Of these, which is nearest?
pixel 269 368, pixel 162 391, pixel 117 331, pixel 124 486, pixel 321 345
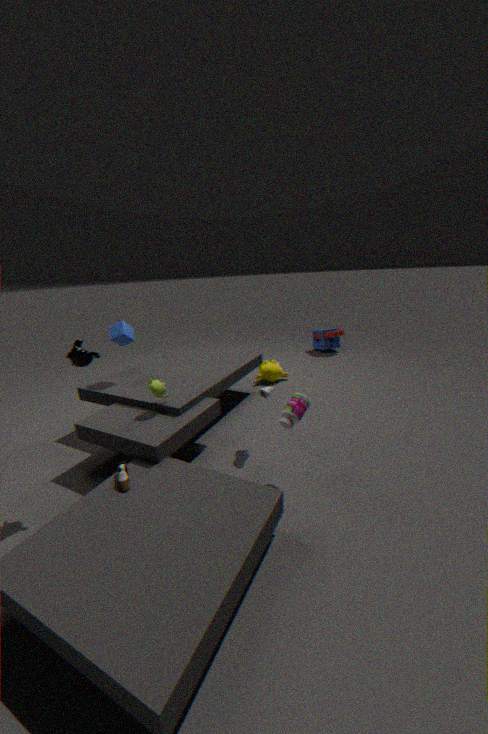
pixel 124 486
